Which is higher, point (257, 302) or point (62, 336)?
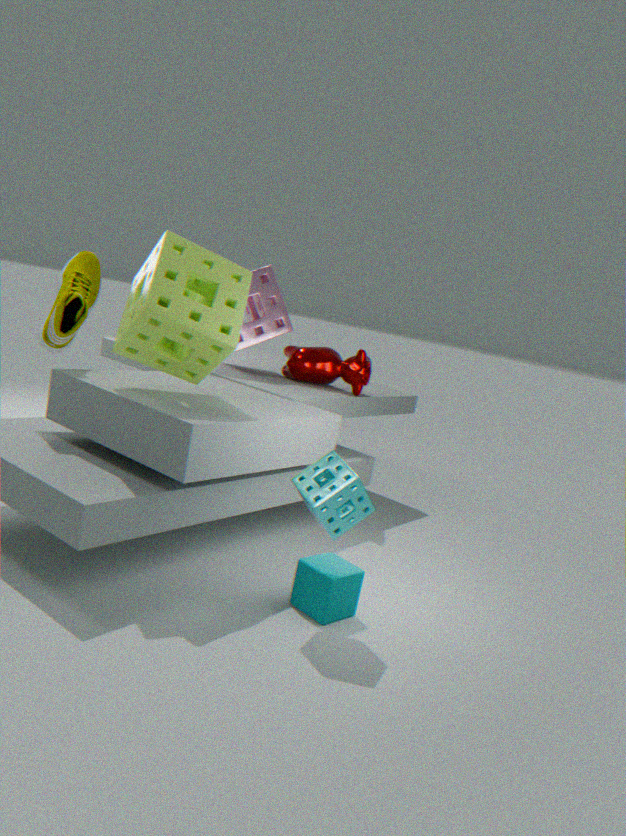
point (257, 302)
